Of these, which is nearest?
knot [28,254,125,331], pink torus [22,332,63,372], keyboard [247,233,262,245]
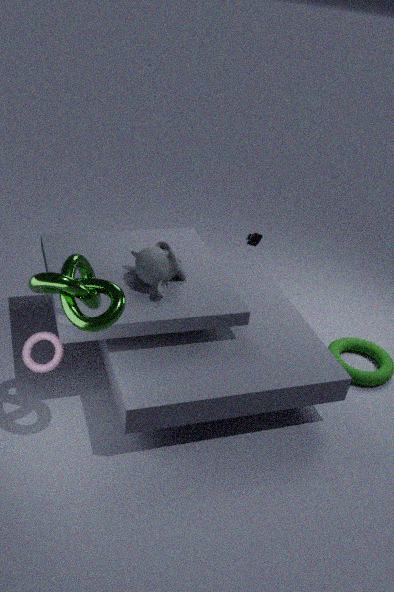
knot [28,254,125,331]
